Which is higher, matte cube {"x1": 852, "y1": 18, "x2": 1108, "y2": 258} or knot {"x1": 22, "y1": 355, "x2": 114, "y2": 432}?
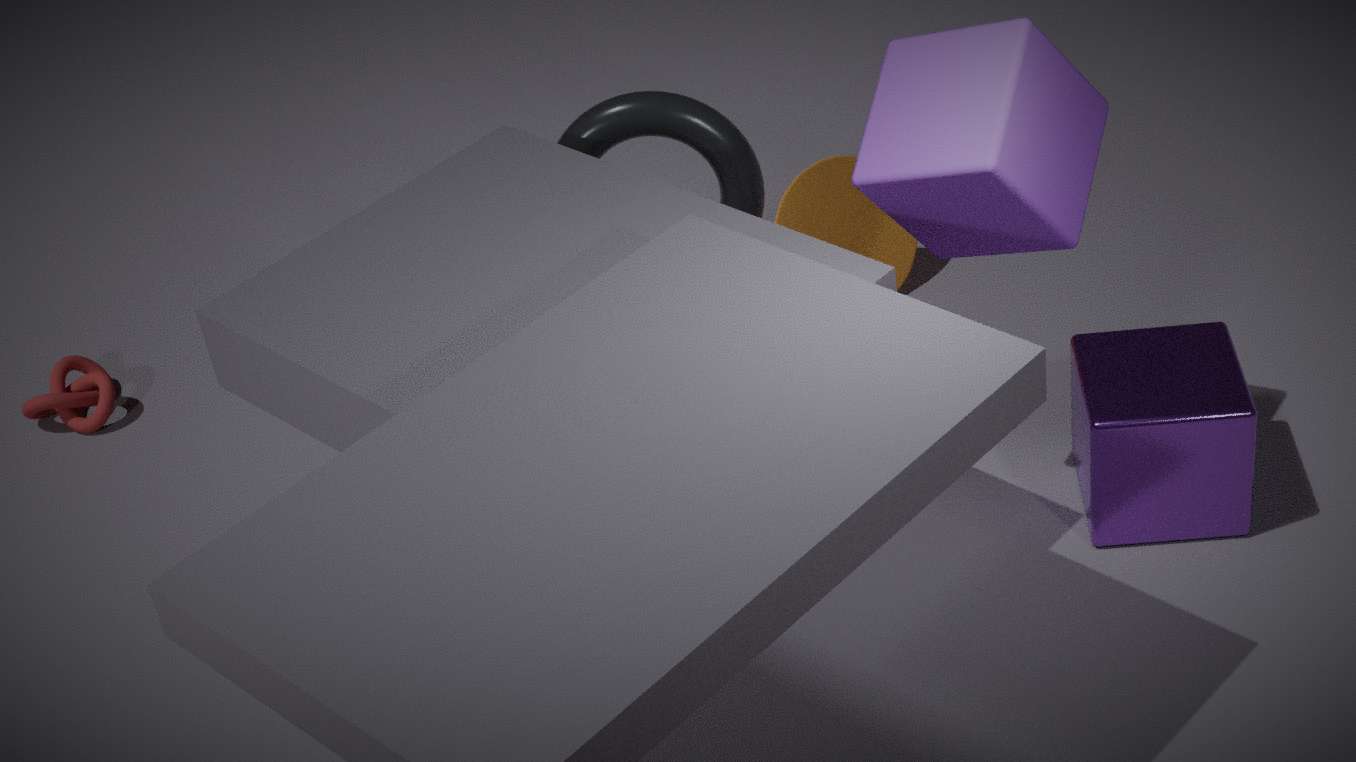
matte cube {"x1": 852, "y1": 18, "x2": 1108, "y2": 258}
